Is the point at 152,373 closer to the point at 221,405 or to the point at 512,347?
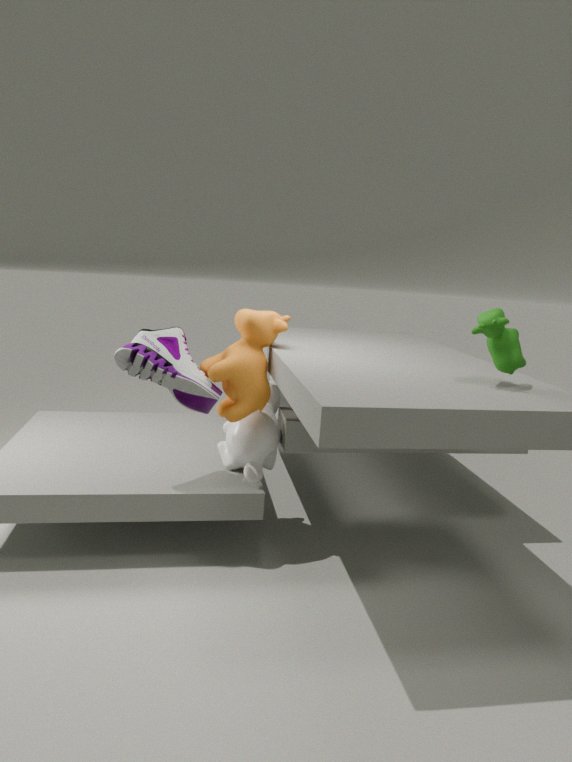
the point at 221,405
